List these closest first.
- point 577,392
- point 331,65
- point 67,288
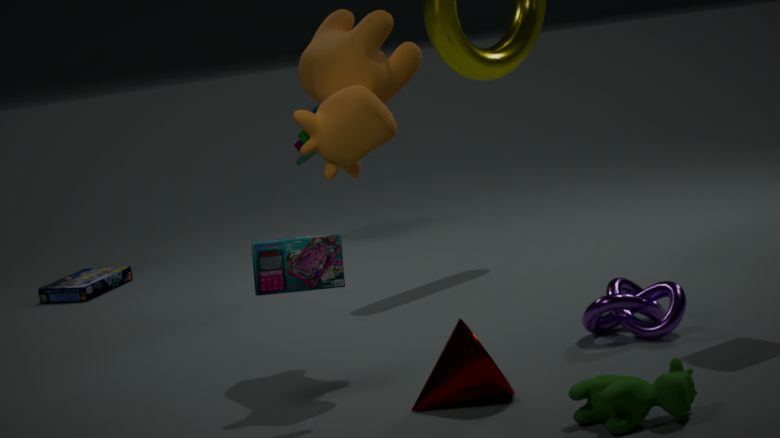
1. point 577,392
2. point 331,65
3. point 67,288
